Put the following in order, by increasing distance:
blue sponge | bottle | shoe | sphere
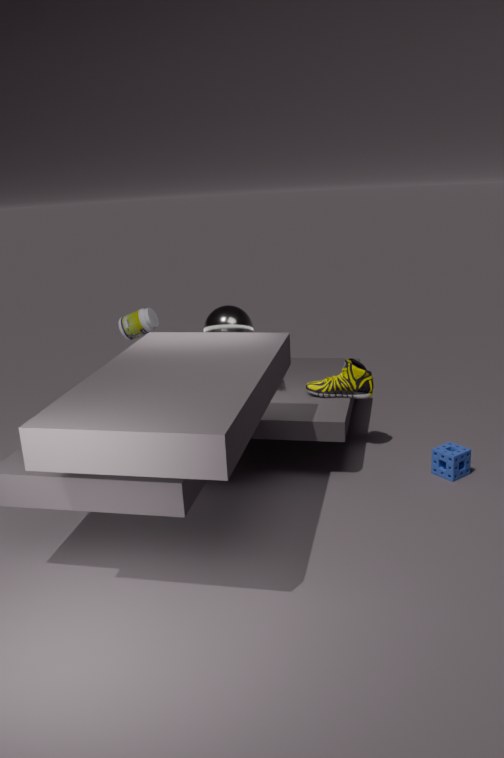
1. blue sponge
2. shoe
3. sphere
4. bottle
